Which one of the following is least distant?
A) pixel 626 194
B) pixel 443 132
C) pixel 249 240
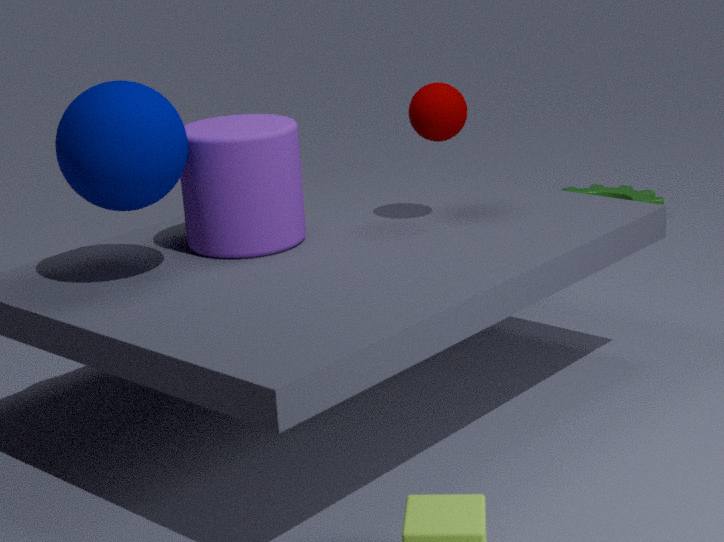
pixel 249 240
